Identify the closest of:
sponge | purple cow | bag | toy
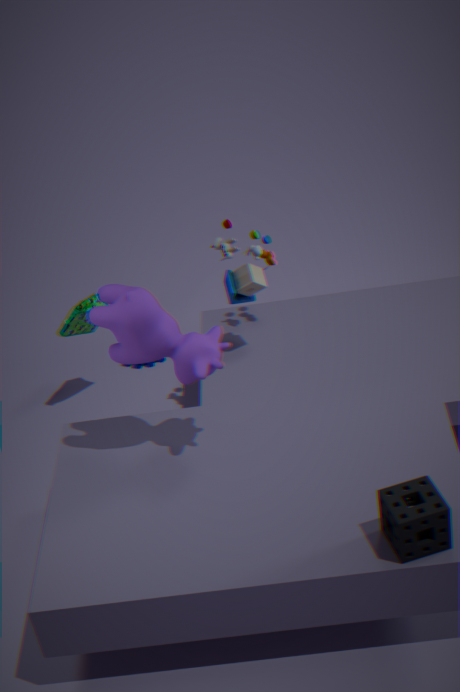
sponge
